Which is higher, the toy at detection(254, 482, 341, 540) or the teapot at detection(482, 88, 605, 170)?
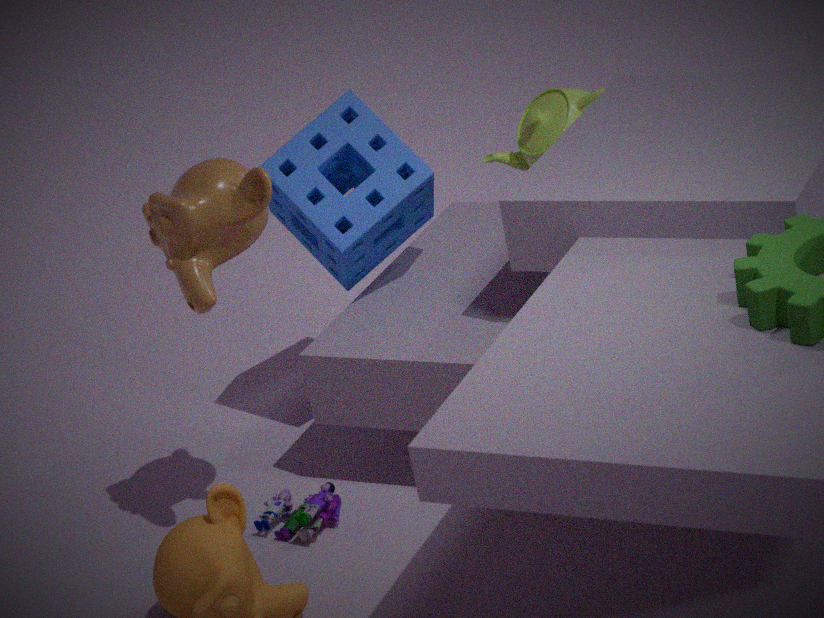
the teapot at detection(482, 88, 605, 170)
